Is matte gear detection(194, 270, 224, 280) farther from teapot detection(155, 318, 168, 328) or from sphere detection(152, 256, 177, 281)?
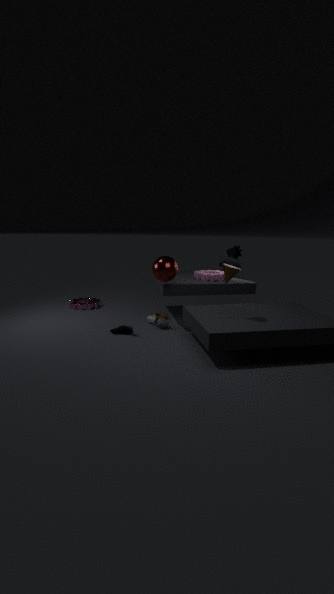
teapot detection(155, 318, 168, 328)
